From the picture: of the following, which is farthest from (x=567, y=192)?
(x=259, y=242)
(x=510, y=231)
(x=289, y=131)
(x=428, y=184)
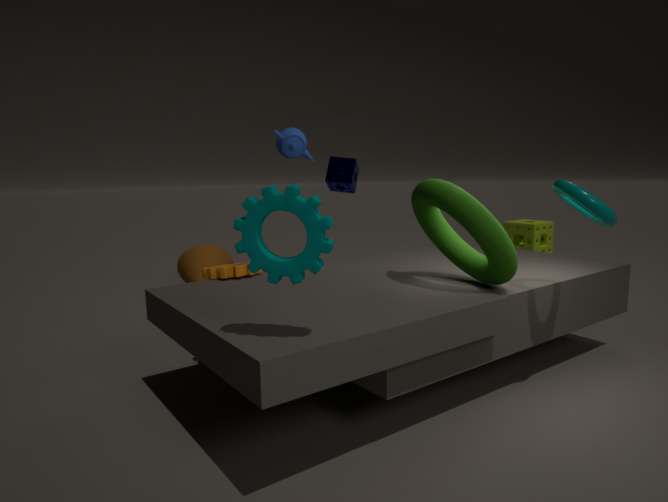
(x=510, y=231)
